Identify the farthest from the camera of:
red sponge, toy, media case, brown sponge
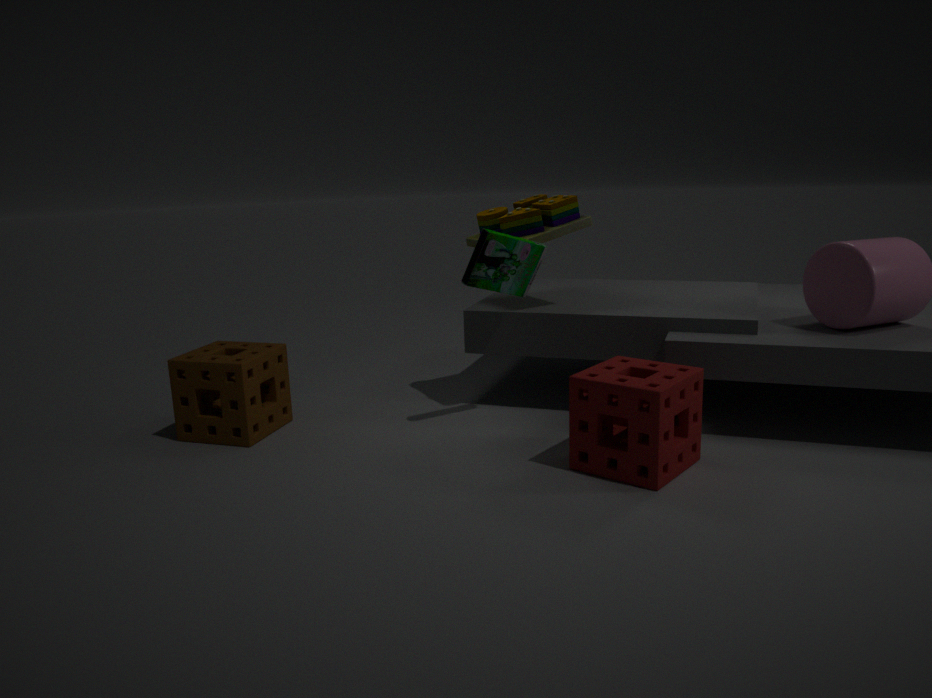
toy
